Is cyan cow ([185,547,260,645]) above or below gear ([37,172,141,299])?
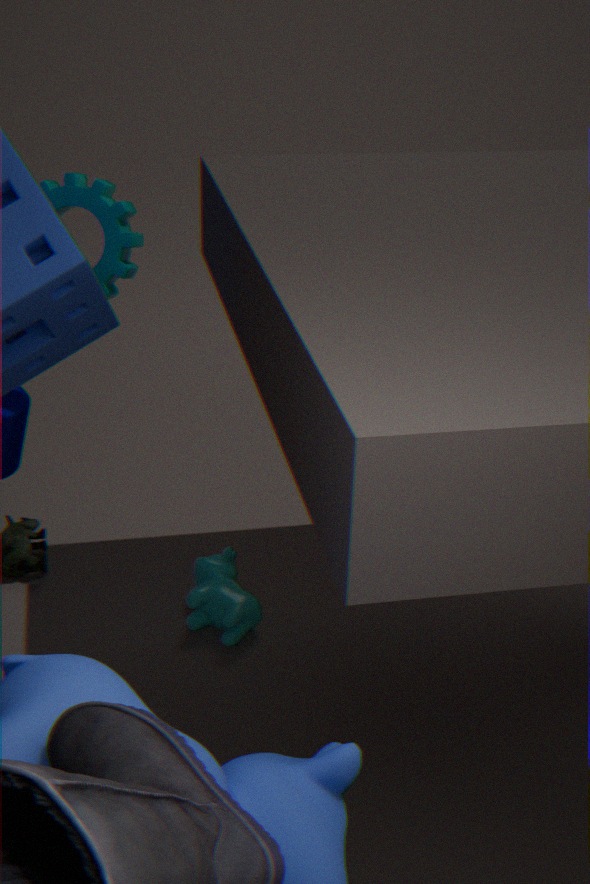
below
